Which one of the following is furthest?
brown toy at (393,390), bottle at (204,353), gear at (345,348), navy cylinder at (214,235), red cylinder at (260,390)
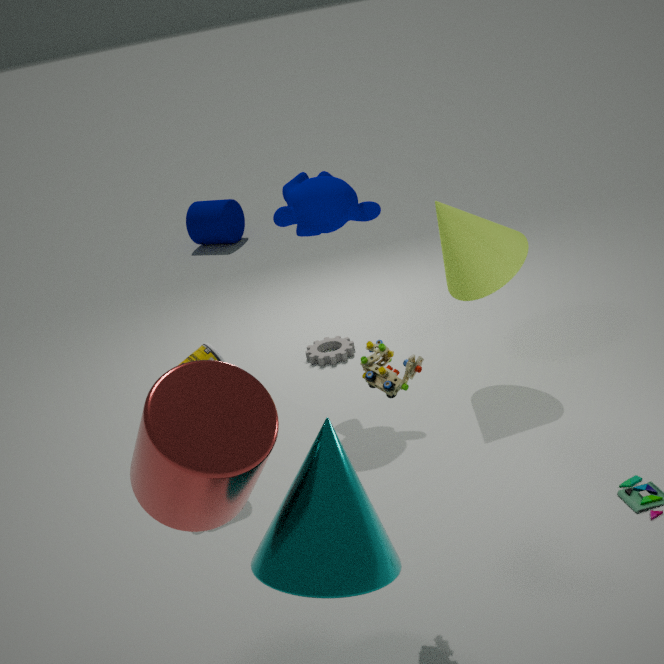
navy cylinder at (214,235)
